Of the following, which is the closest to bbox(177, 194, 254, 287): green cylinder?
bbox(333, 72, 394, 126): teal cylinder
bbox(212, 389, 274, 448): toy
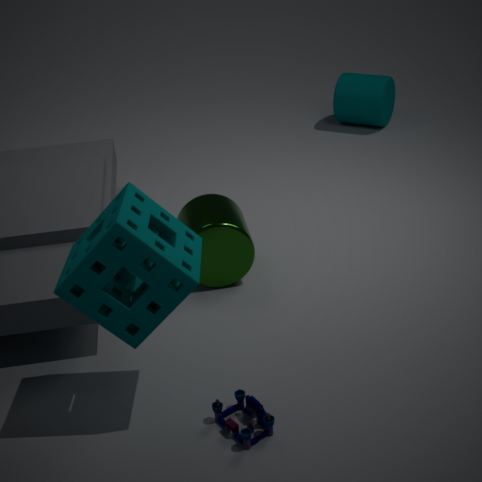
bbox(212, 389, 274, 448): toy
